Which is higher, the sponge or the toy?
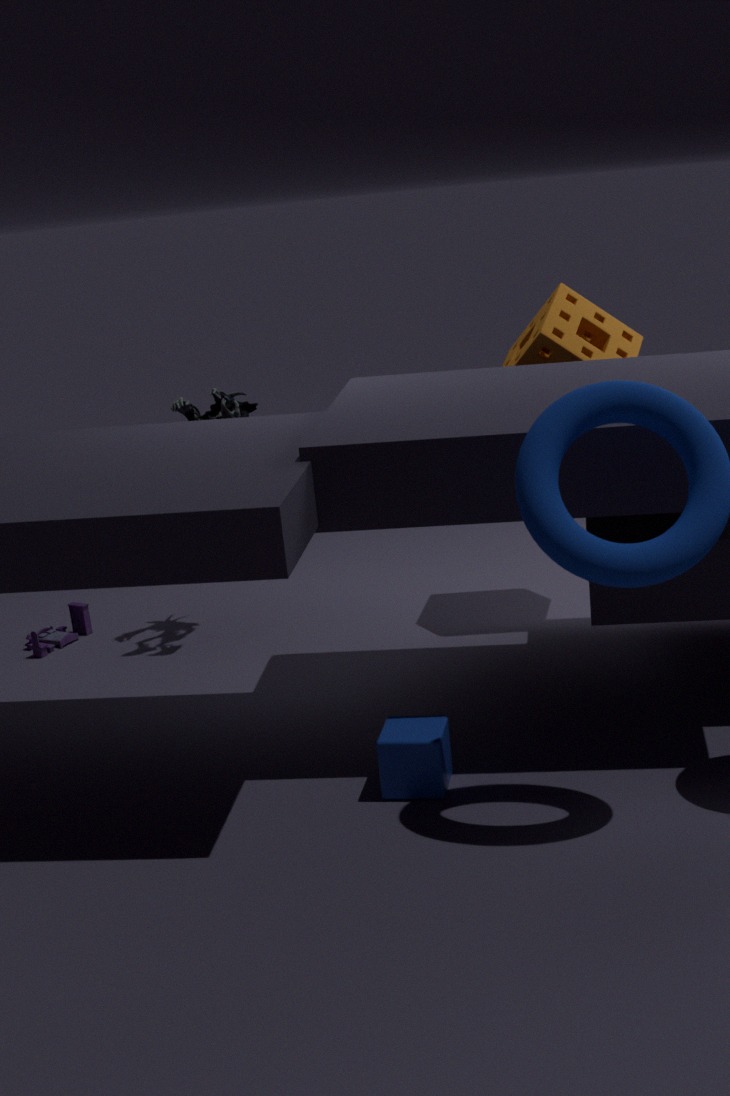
the sponge
